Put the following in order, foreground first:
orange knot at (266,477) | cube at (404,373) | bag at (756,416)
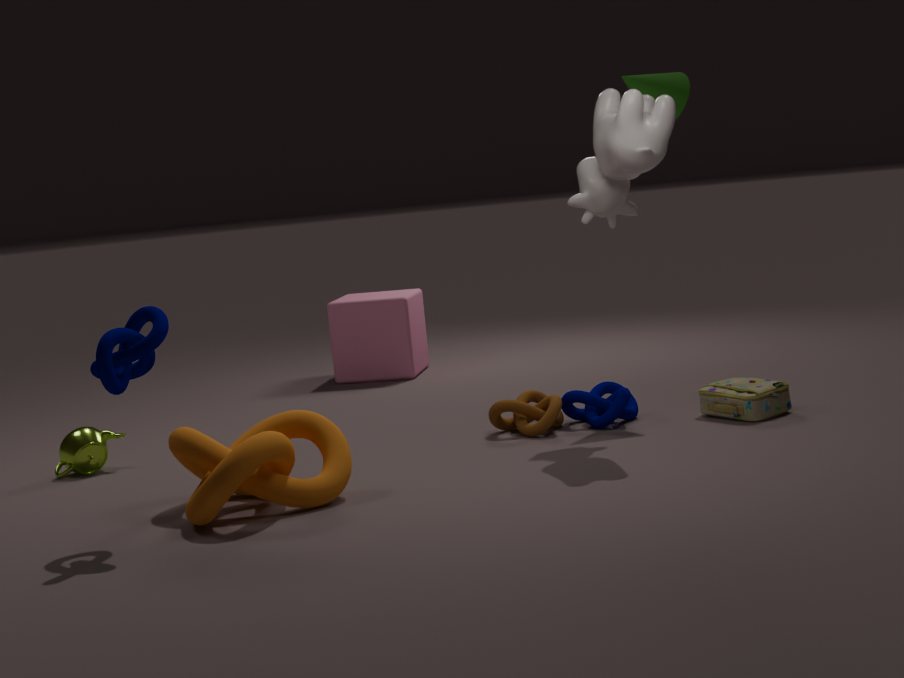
orange knot at (266,477)
bag at (756,416)
cube at (404,373)
